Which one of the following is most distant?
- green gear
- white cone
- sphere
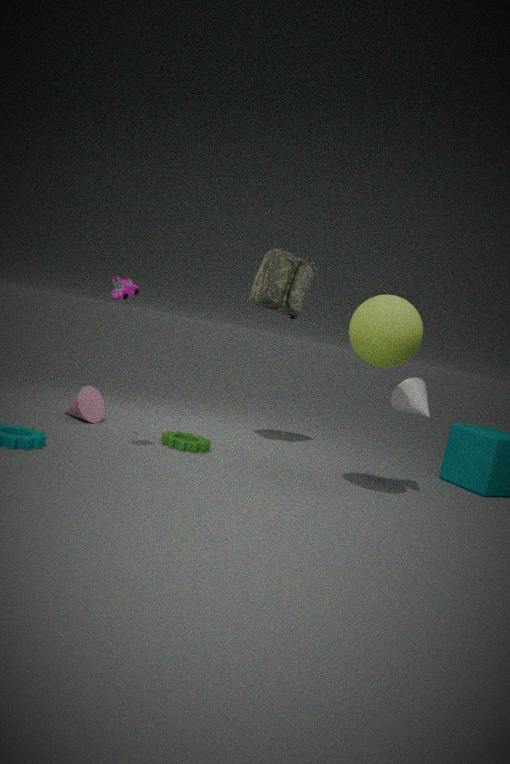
green gear
